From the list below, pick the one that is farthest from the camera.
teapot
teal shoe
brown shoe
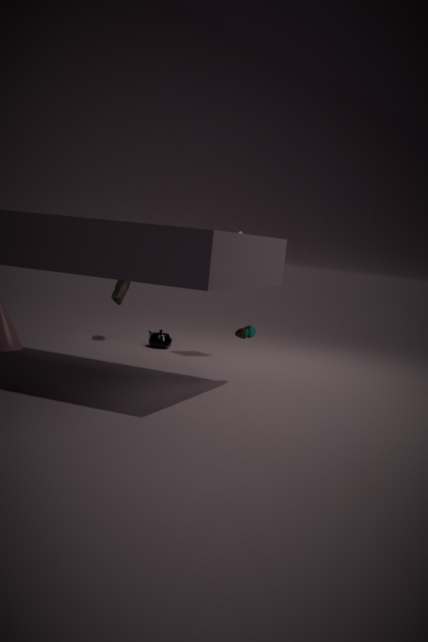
teapot
